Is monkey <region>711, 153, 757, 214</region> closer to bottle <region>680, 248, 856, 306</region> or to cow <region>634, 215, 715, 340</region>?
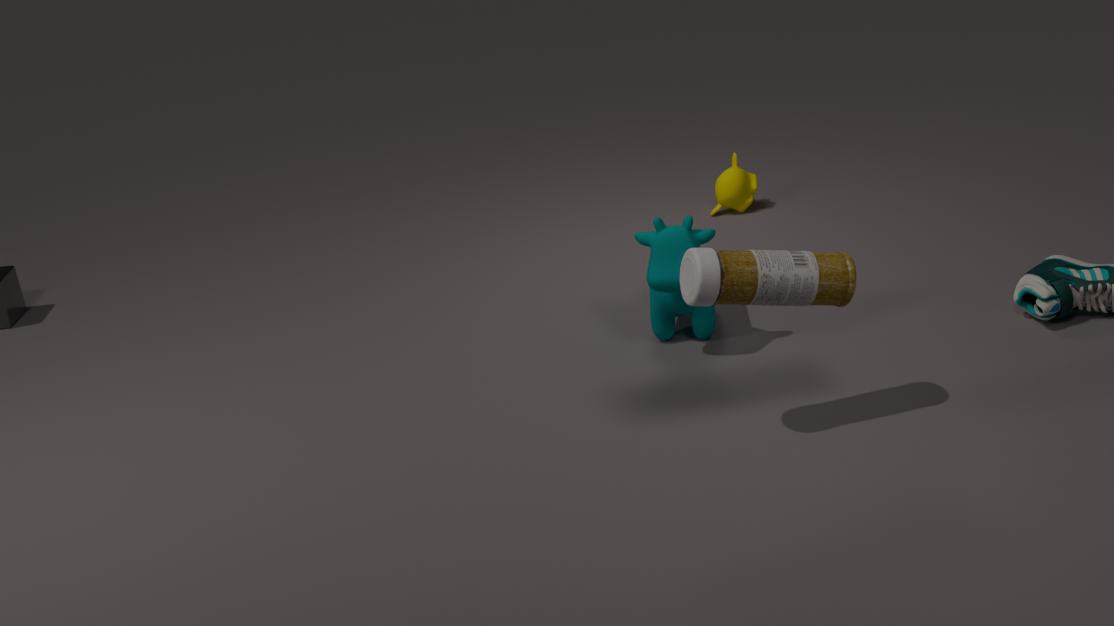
cow <region>634, 215, 715, 340</region>
